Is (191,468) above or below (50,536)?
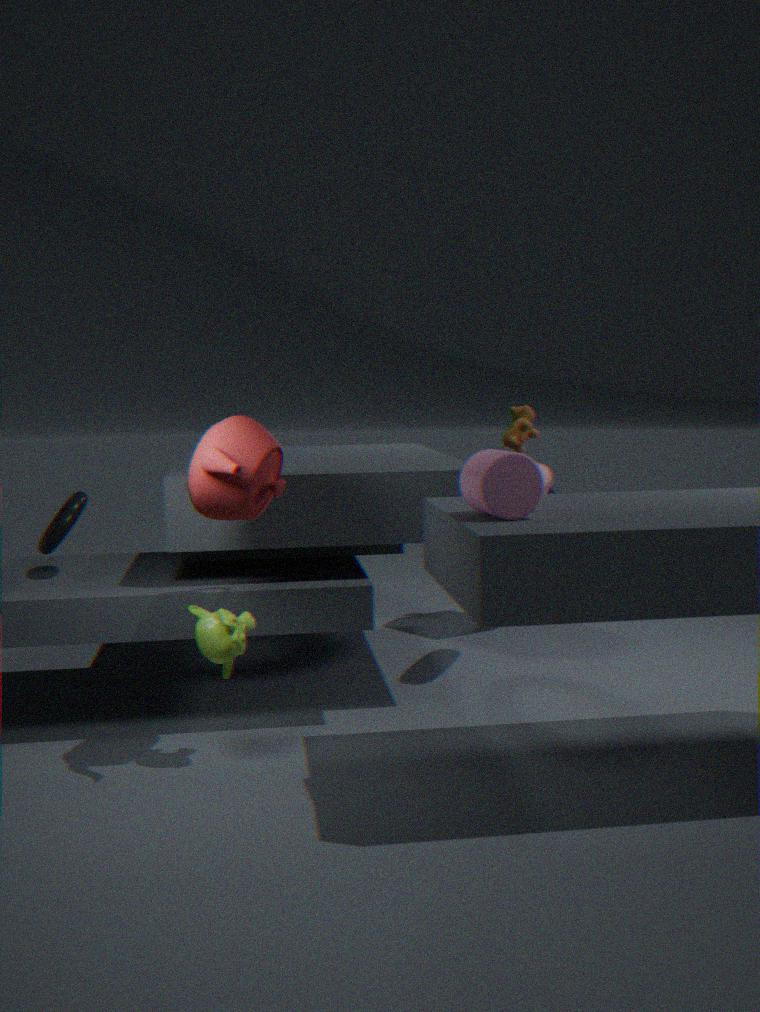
above
